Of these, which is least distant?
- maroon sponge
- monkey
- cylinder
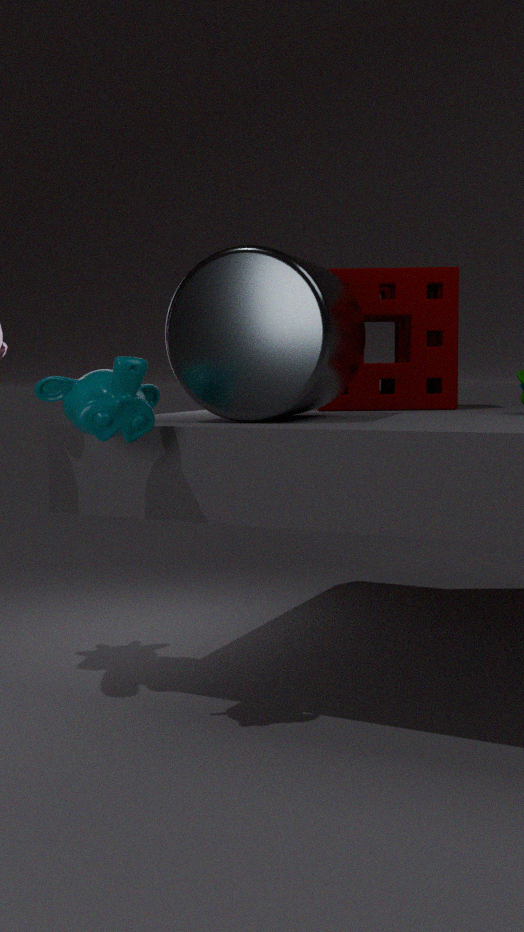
monkey
